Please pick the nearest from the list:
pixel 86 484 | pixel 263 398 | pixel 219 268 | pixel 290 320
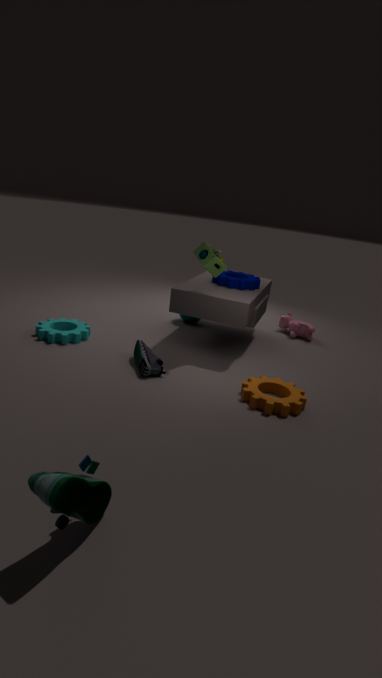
pixel 86 484
